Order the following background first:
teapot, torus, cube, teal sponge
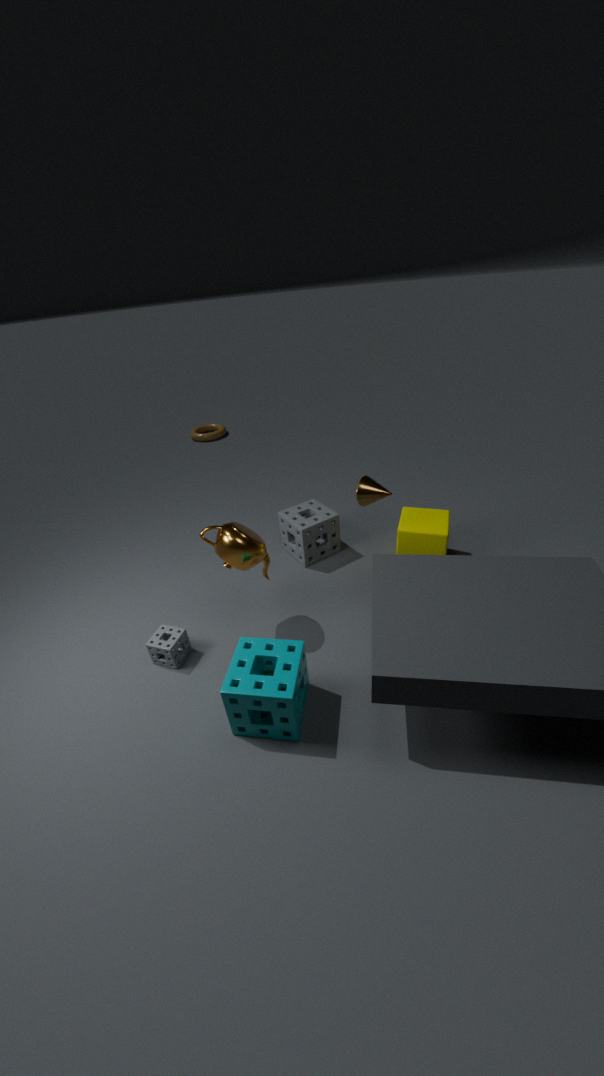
torus
cube
teapot
teal sponge
